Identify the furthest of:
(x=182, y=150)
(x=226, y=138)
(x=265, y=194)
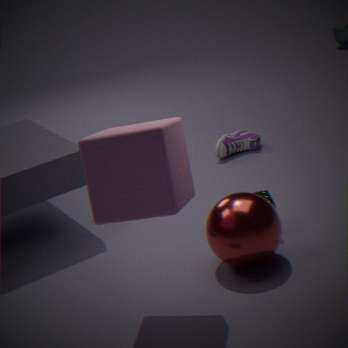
(x=226, y=138)
